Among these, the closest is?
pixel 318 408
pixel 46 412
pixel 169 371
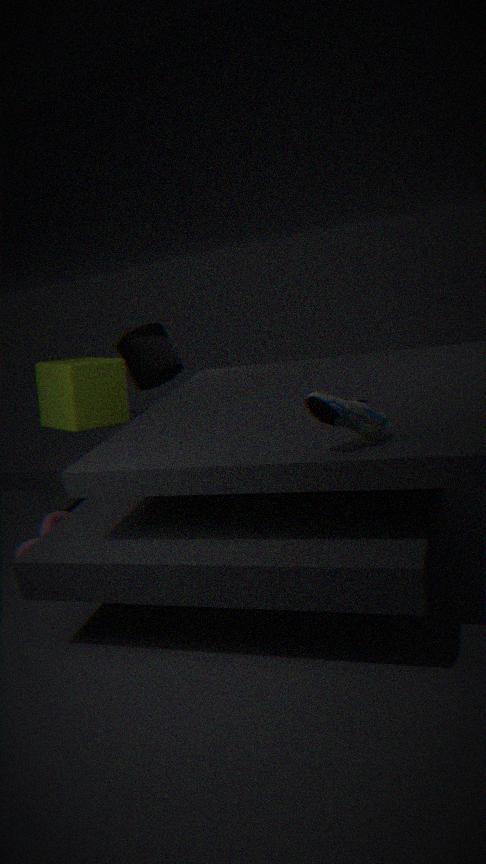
pixel 318 408
